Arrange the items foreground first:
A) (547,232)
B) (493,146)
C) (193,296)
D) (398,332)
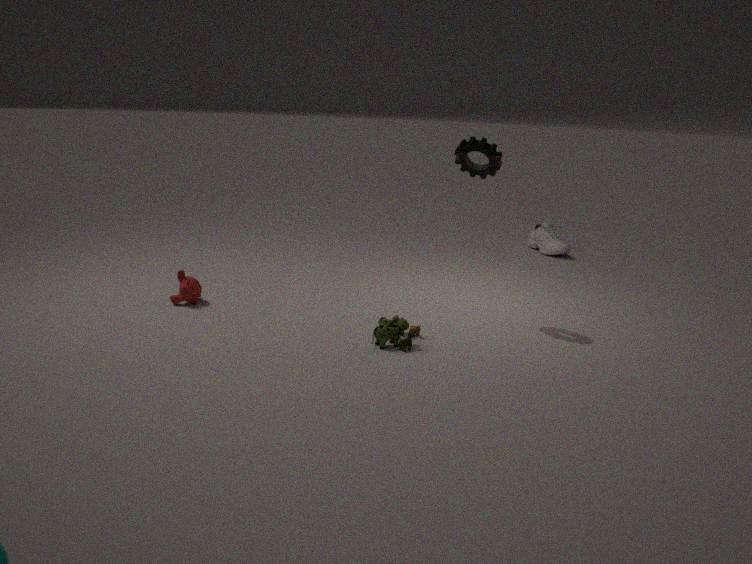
(398,332) < (493,146) < (193,296) < (547,232)
